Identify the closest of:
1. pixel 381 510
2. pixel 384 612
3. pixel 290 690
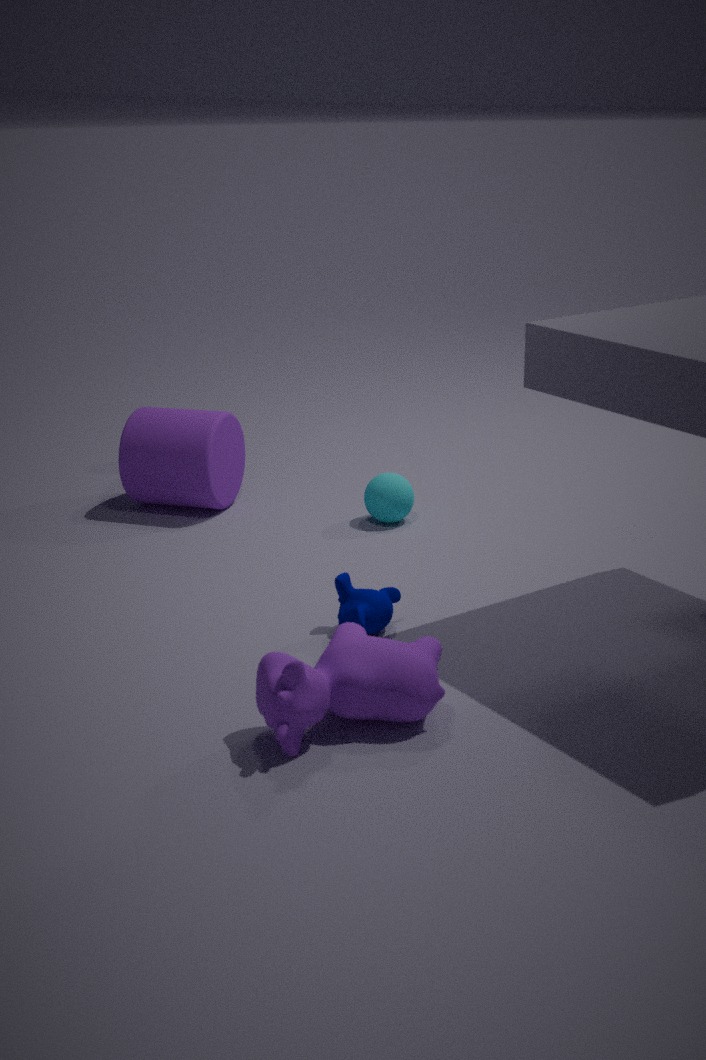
pixel 290 690
